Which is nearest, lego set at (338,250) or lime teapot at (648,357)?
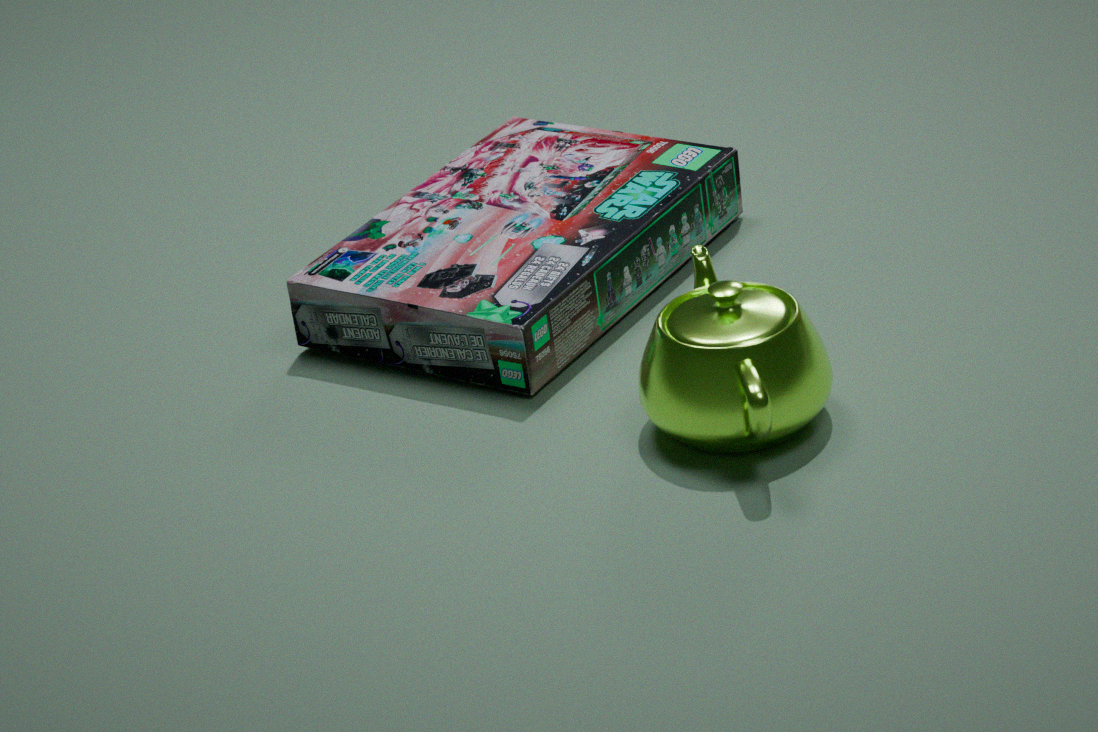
lime teapot at (648,357)
